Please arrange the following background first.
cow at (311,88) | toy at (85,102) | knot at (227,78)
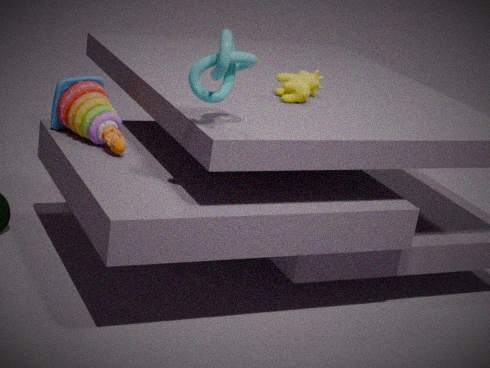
cow at (311,88)
toy at (85,102)
knot at (227,78)
